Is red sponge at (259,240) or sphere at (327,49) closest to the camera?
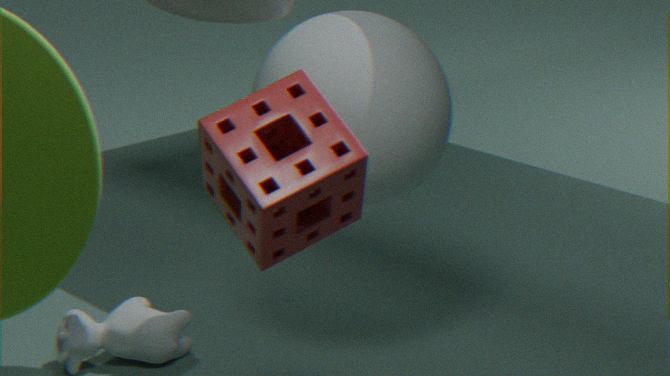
red sponge at (259,240)
